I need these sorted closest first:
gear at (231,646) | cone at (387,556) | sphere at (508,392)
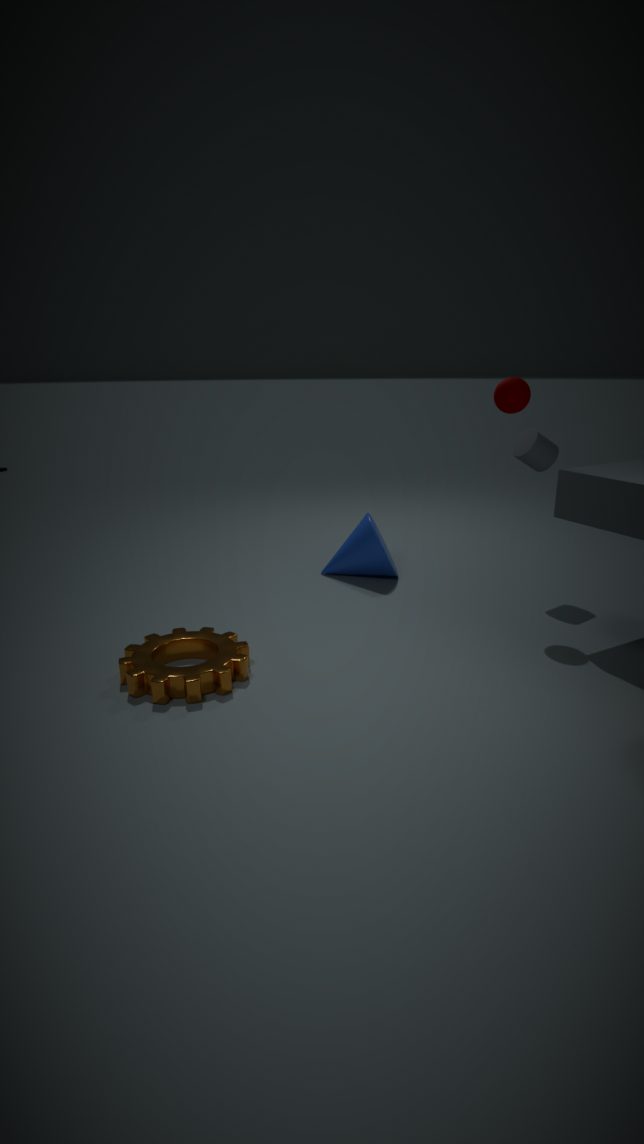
gear at (231,646), sphere at (508,392), cone at (387,556)
